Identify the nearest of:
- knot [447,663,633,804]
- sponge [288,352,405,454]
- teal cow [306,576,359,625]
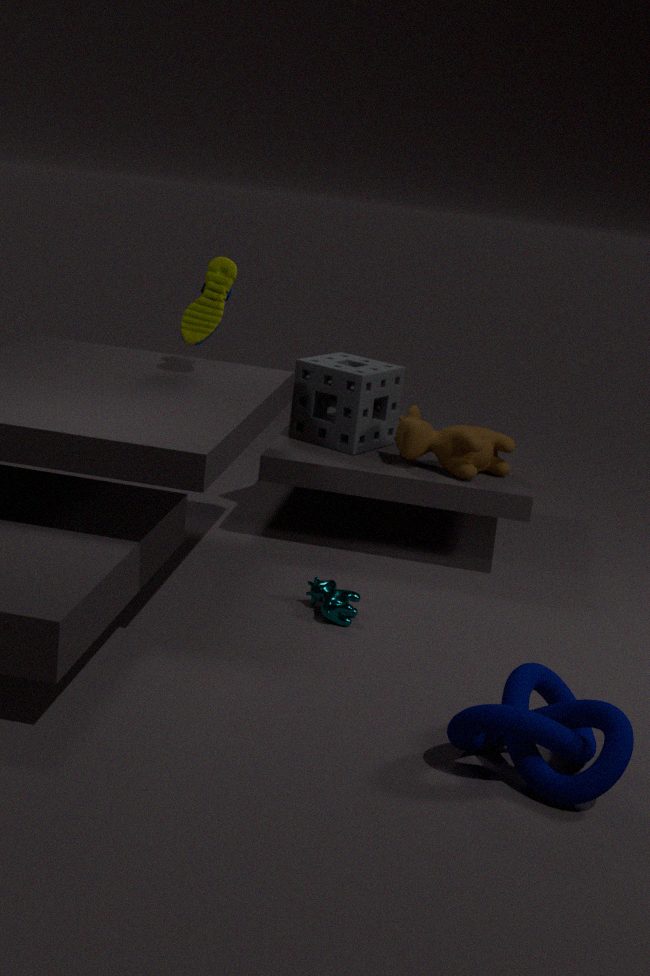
knot [447,663,633,804]
